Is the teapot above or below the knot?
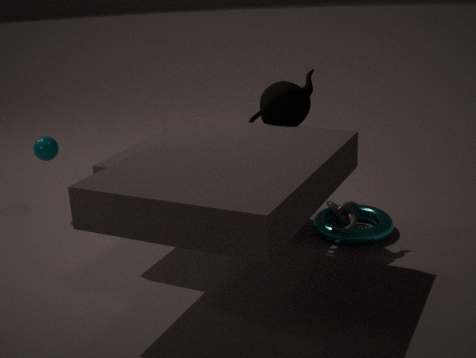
above
